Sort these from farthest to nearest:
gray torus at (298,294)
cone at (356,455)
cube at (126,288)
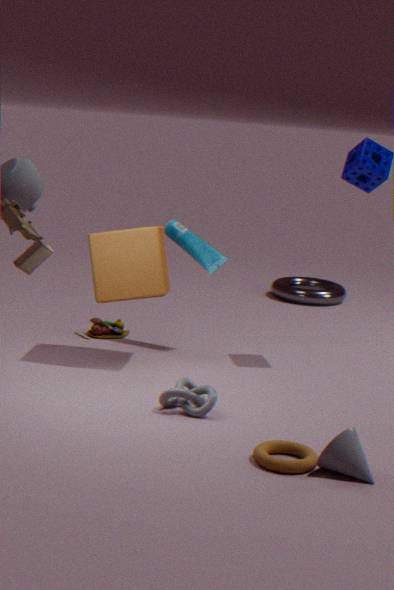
gray torus at (298,294), cube at (126,288), cone at (356,455)
